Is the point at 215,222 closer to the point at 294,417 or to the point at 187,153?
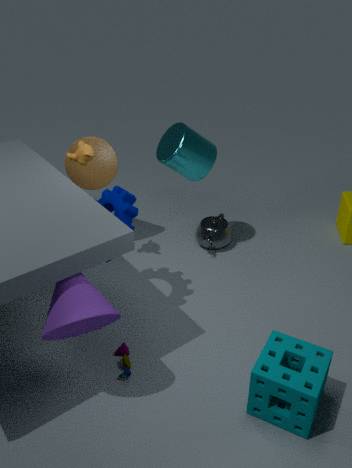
the point at 187,153
